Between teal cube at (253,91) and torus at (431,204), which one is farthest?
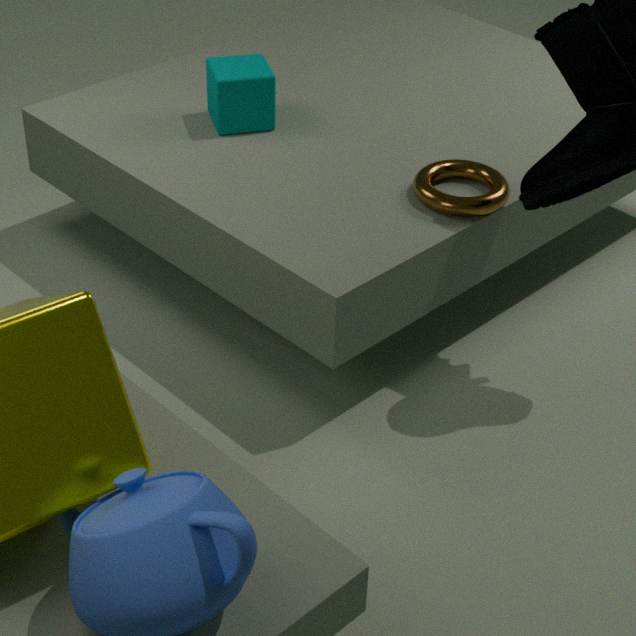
teal cube at (253,91)
